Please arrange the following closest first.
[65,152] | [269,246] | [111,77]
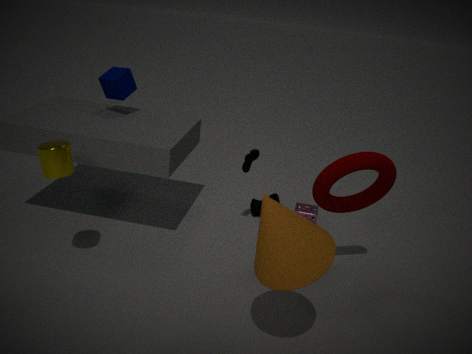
[269,246] → [65,152] → [111,77]
